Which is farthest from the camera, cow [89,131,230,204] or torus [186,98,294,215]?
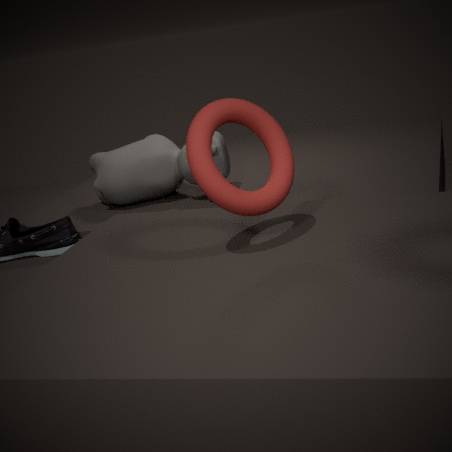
cow [89,131,230,204]
